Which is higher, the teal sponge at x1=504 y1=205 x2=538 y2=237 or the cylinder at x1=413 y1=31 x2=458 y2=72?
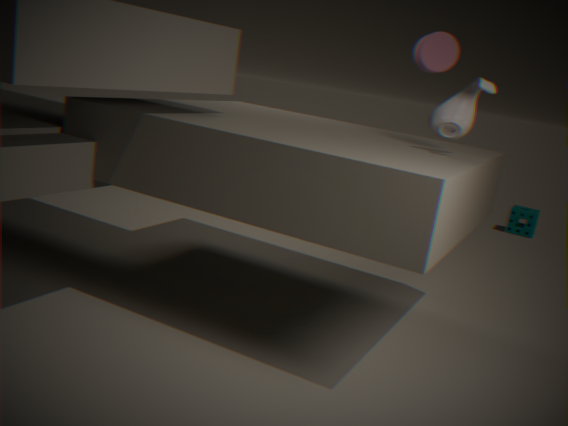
the cylinder at x1=413 y1=31 x2=458 y2=72
